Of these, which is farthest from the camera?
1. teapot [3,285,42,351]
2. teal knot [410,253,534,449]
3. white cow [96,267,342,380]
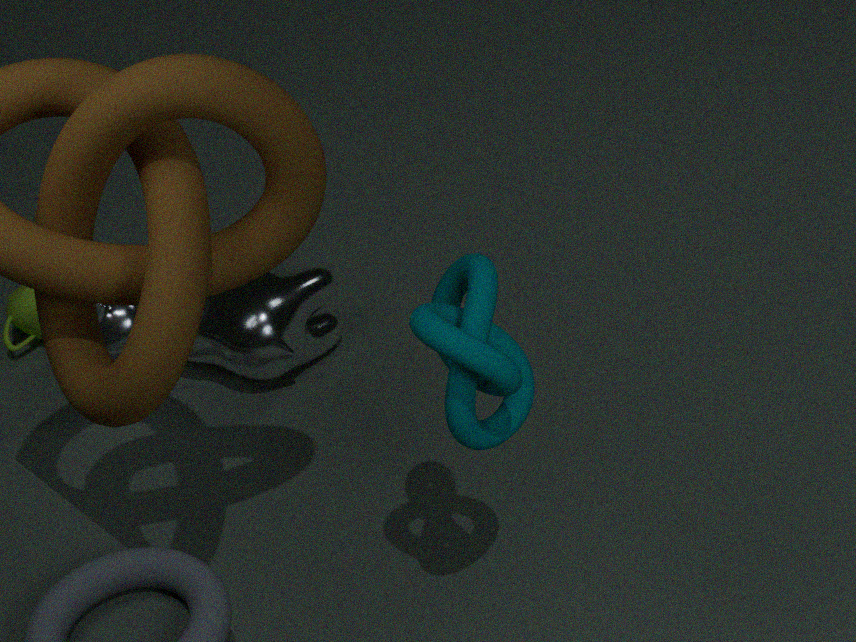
teapot [3,285,42,351]
